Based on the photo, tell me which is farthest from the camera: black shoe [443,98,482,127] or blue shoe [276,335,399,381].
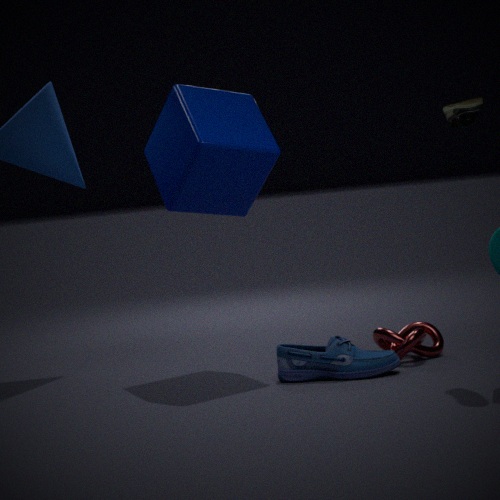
blue shoe [276,335,399,381]
